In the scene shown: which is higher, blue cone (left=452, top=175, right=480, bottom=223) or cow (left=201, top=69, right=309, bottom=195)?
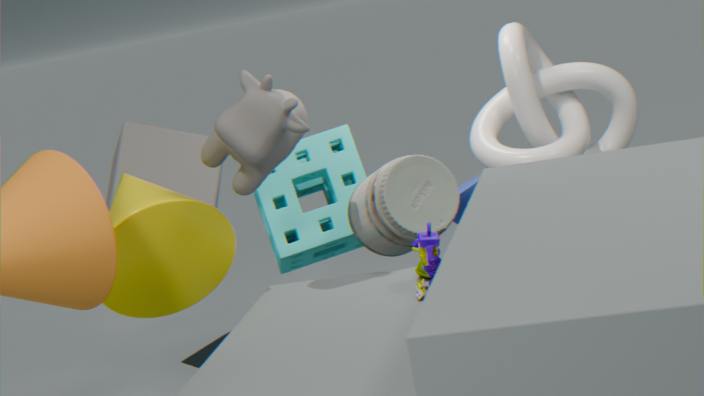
cow (left=201, top=69, right=309, bottom=195)
